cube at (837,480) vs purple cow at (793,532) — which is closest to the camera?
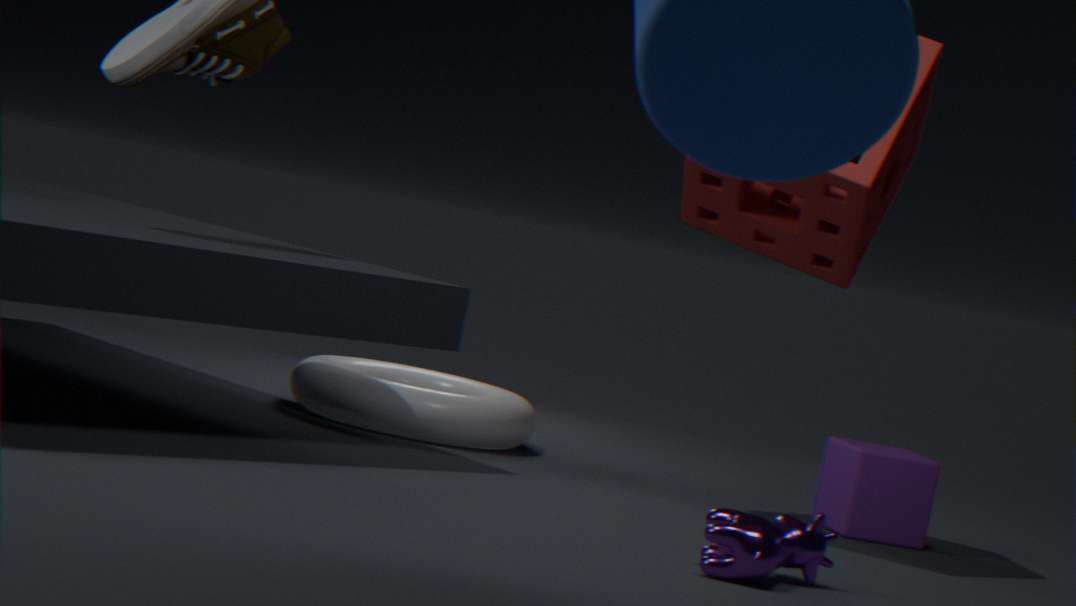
purple cow at (793,532)
